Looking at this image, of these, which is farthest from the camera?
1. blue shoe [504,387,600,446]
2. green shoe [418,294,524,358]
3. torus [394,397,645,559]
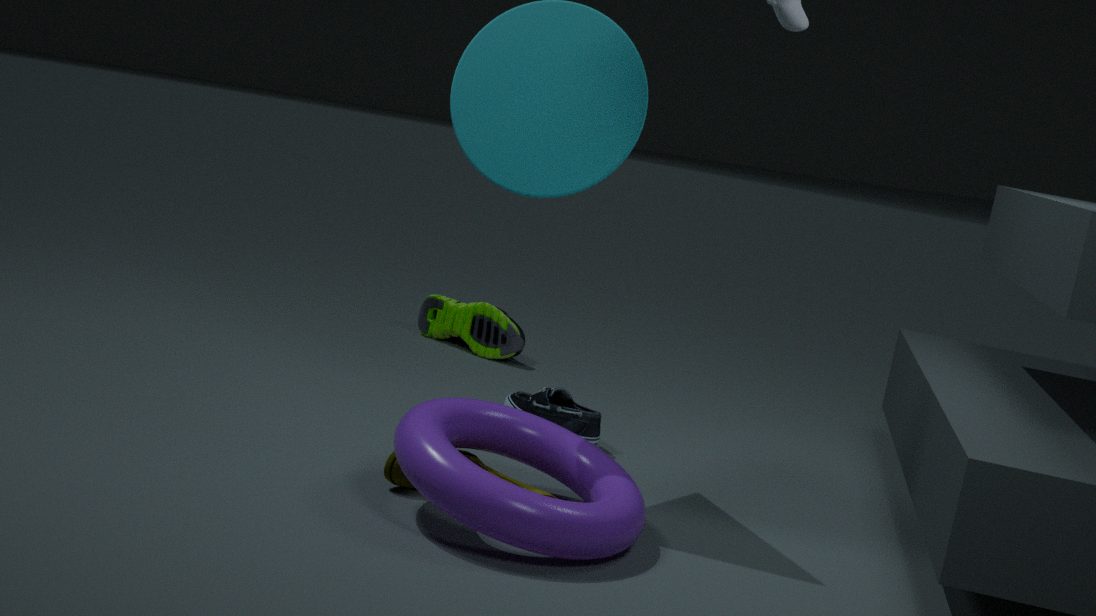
green shoe [418,294,524,358]
